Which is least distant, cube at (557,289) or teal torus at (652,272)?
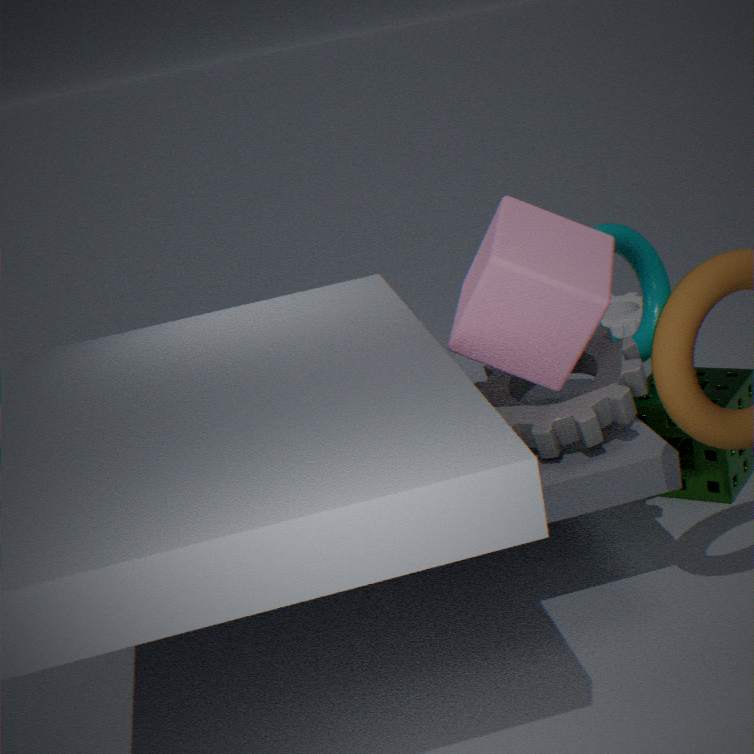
cube at (557,289)
